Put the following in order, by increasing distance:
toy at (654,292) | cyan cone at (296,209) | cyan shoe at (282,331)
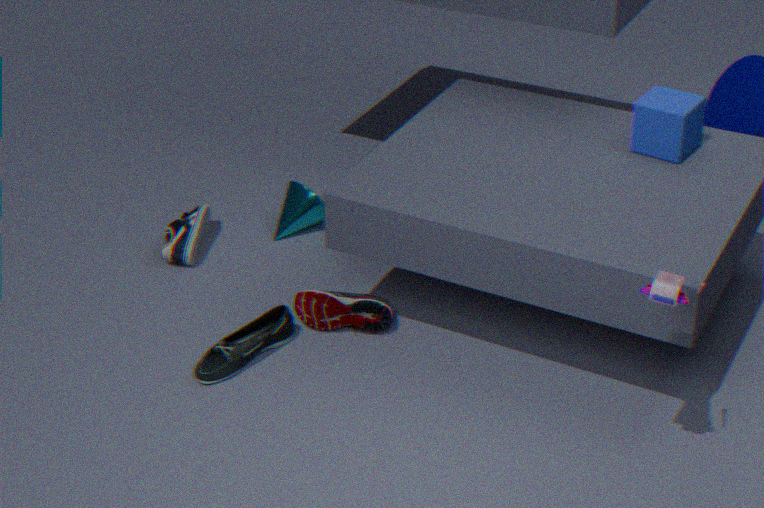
toy at (654,292)
cyan shoe at (282,331)
cyan cone at (296,209)
